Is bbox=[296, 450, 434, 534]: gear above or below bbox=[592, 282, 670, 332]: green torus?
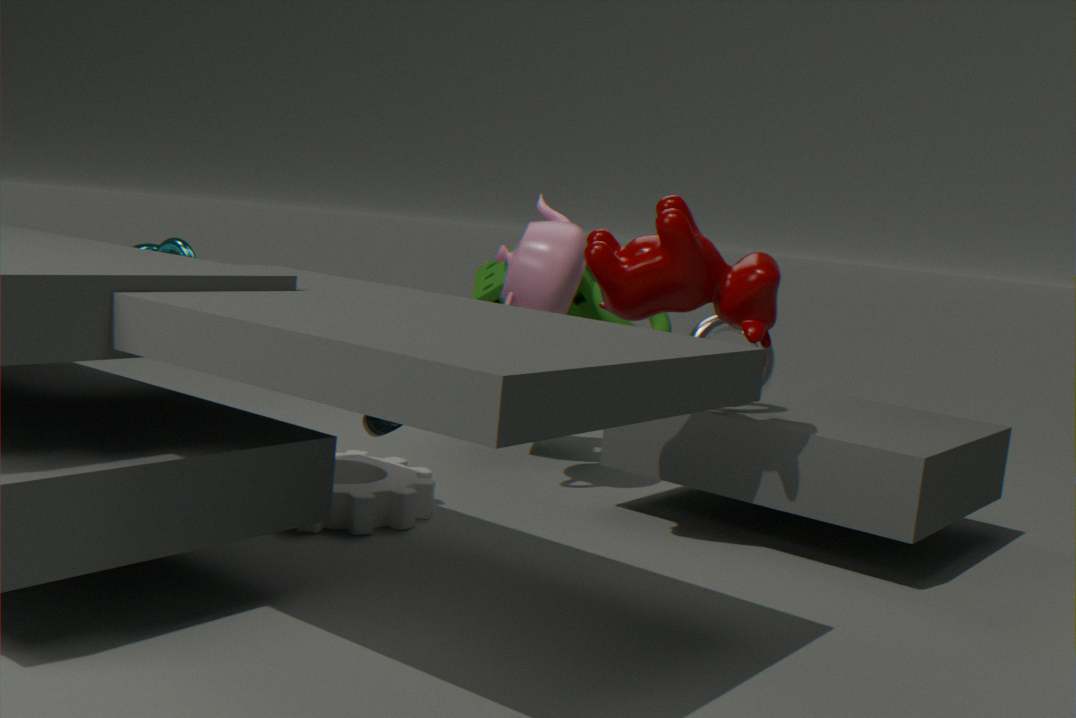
below
